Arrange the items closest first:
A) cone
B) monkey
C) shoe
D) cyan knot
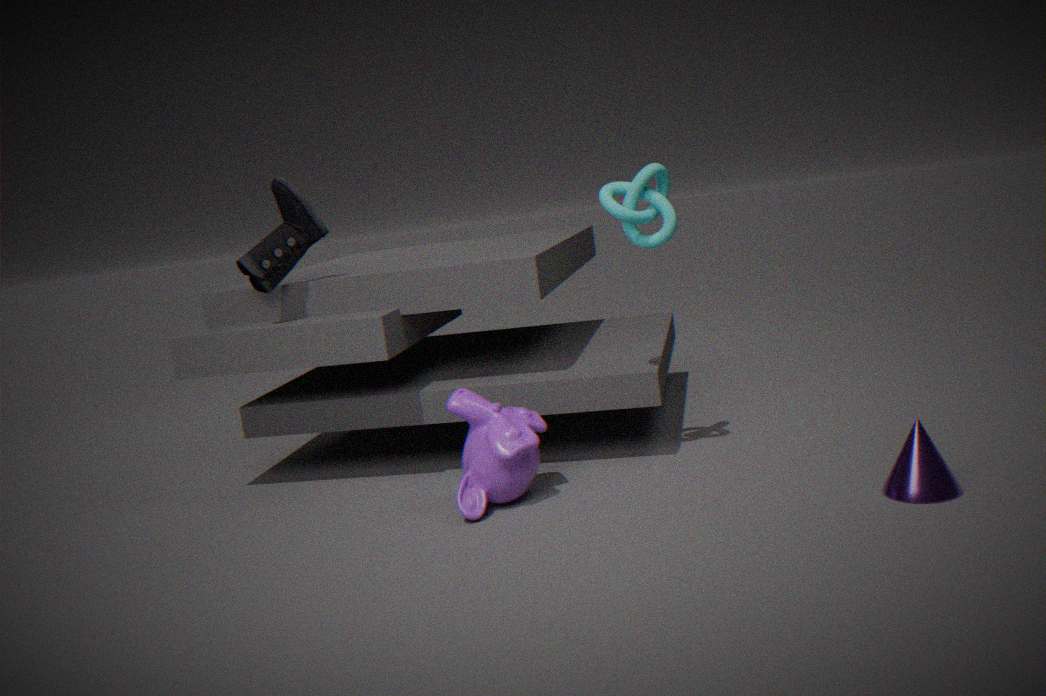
cone < monkey < cyan knot < shoe
